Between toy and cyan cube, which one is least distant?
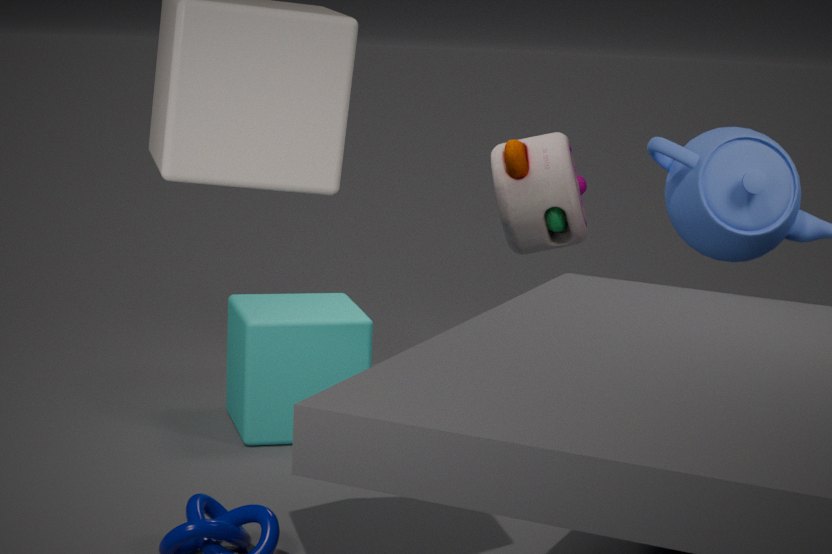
cyan cube
